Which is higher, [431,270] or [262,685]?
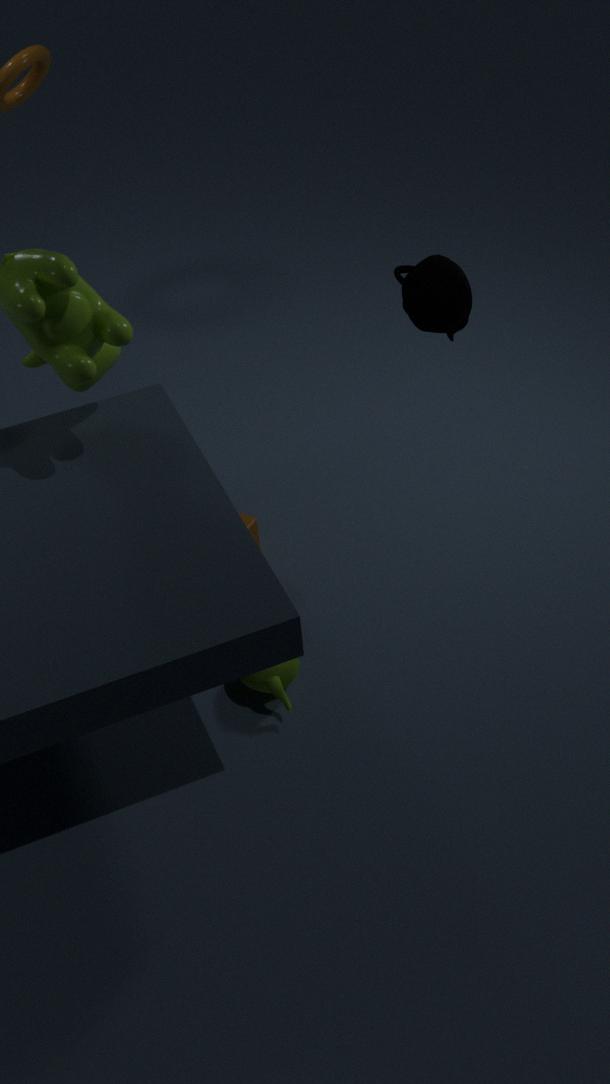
[431,270]
